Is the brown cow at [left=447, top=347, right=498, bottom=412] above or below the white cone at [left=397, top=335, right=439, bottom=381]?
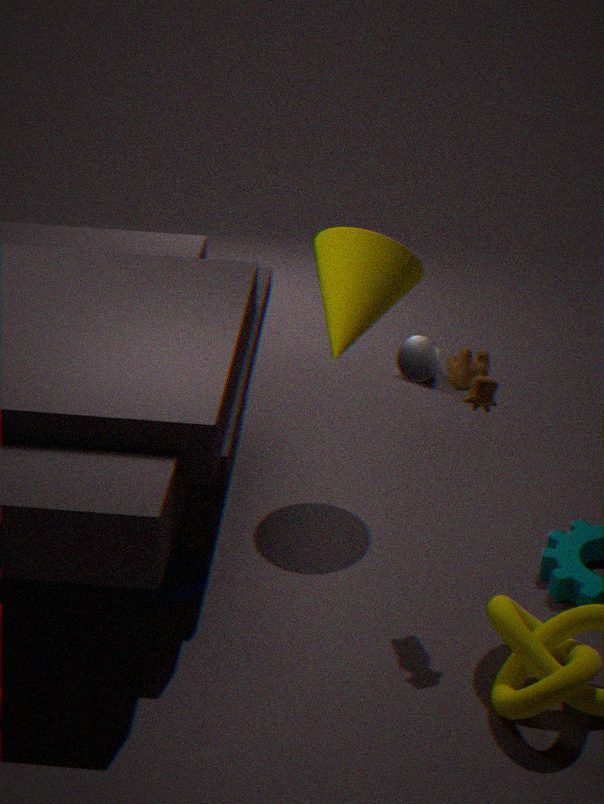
above
